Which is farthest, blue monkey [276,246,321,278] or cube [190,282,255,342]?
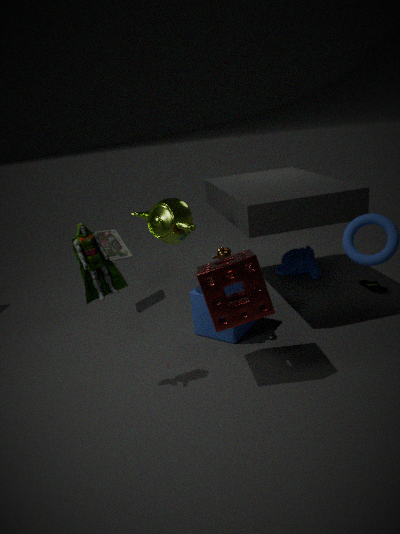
blue monkey [276,246,321,278]
